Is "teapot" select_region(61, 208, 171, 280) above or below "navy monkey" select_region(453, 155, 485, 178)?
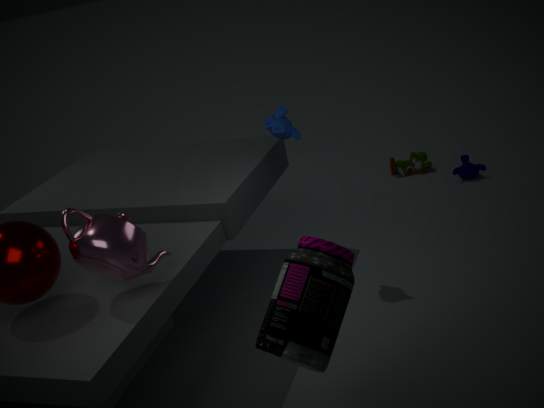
above
